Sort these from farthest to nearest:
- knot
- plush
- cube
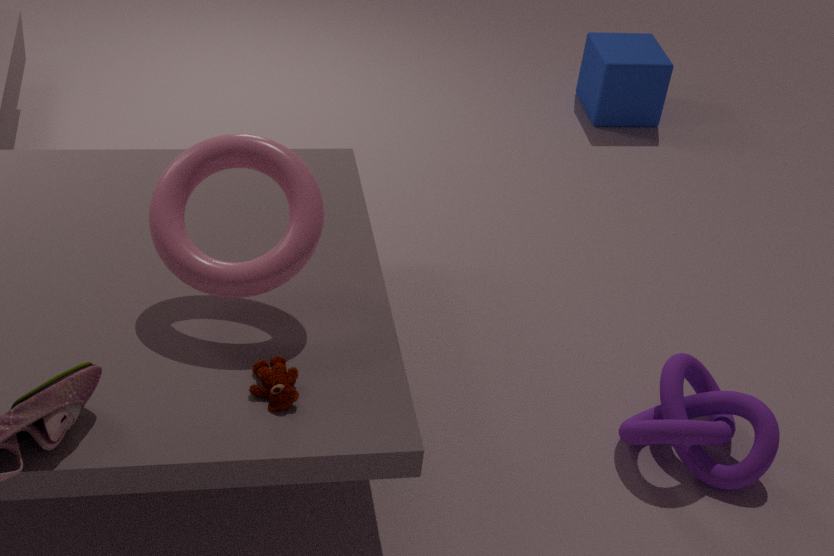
cube → knot → plush
